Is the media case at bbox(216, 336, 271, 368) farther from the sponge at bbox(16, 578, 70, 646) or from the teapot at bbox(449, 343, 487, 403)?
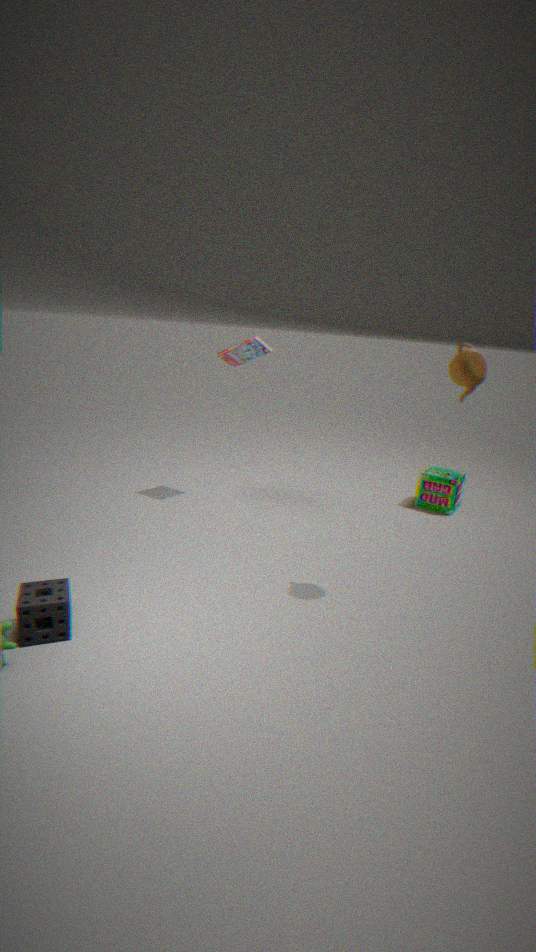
the sponge at bbox(16, 578, 70, 646)
